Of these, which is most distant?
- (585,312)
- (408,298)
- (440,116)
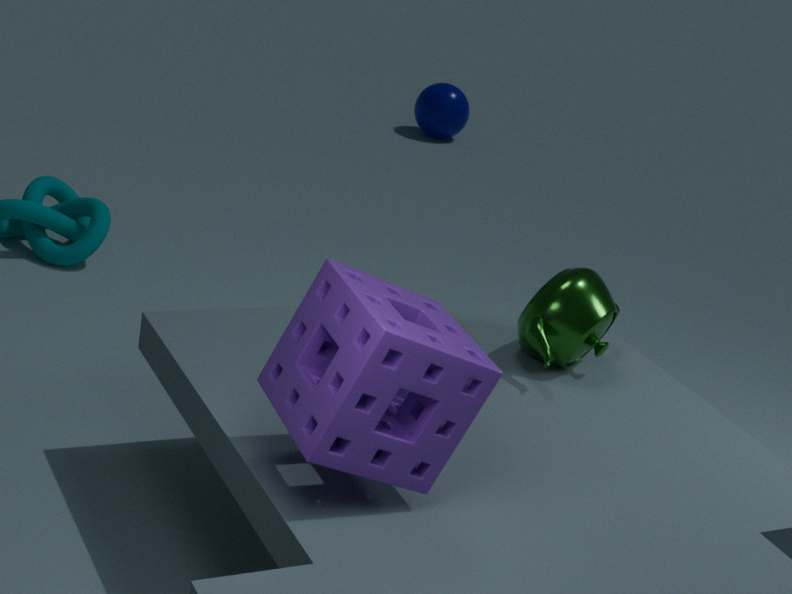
(440,116)
